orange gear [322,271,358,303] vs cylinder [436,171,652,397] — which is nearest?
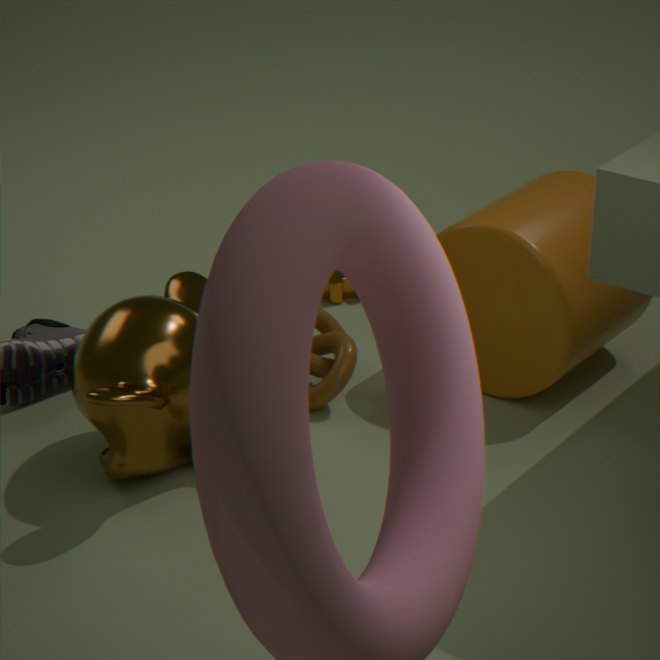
cylinder [436,171,652,397]
